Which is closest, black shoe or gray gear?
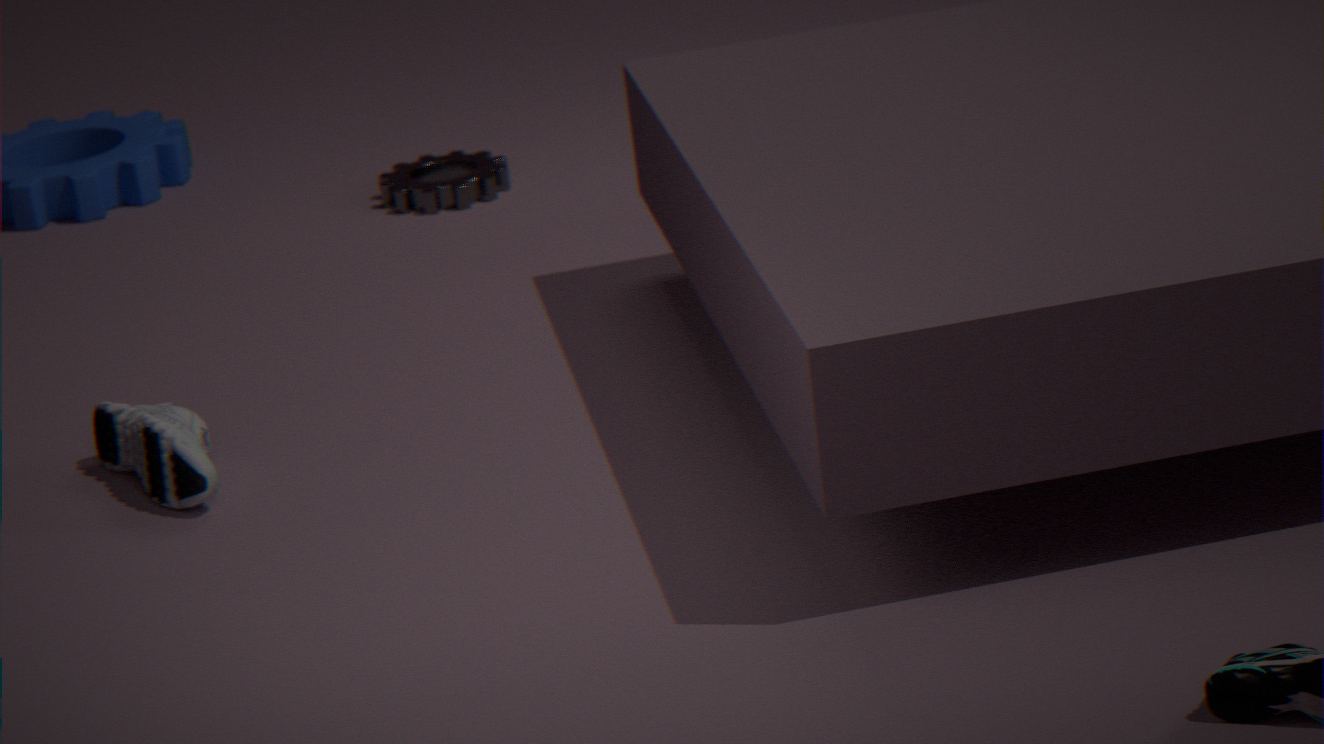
black shoe
